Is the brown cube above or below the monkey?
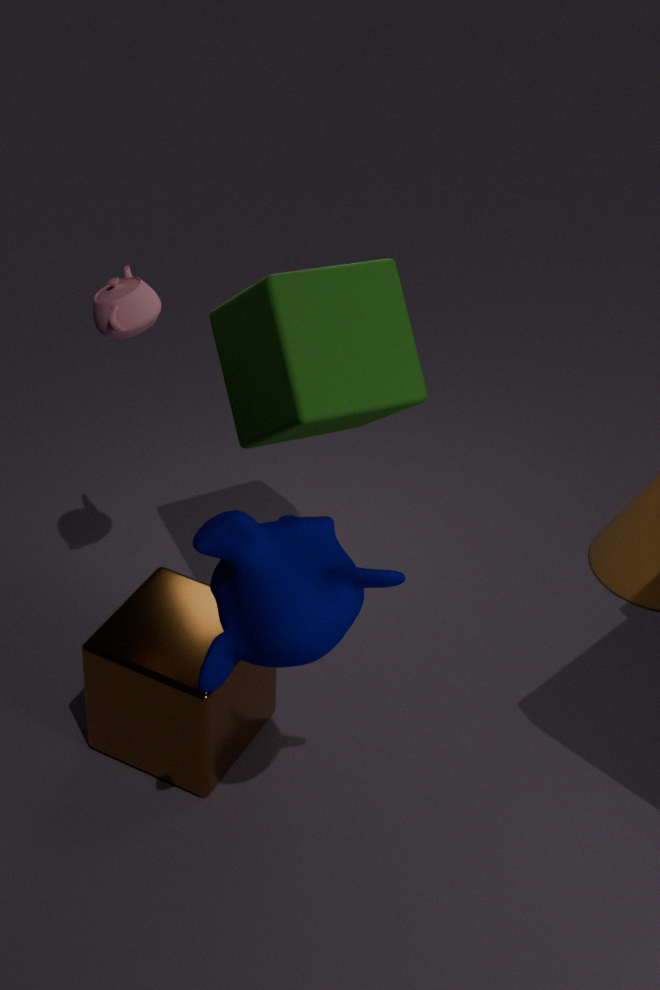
below
